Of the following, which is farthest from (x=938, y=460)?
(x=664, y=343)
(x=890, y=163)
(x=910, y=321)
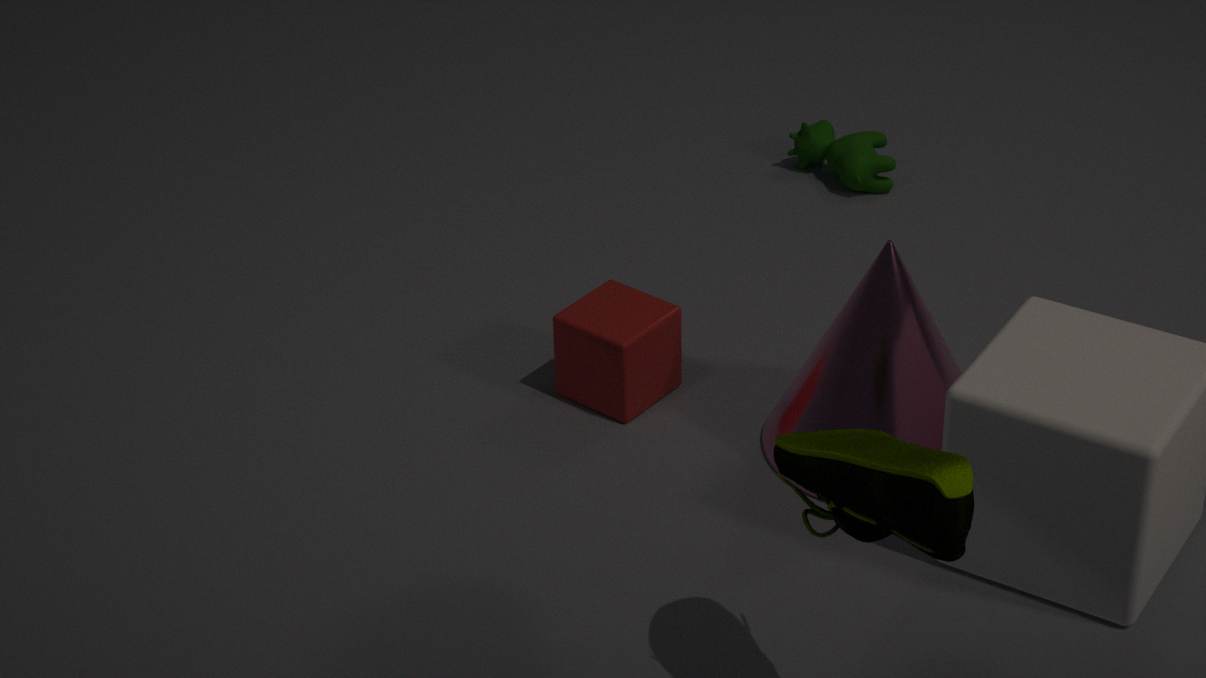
(x=890, y=163)
